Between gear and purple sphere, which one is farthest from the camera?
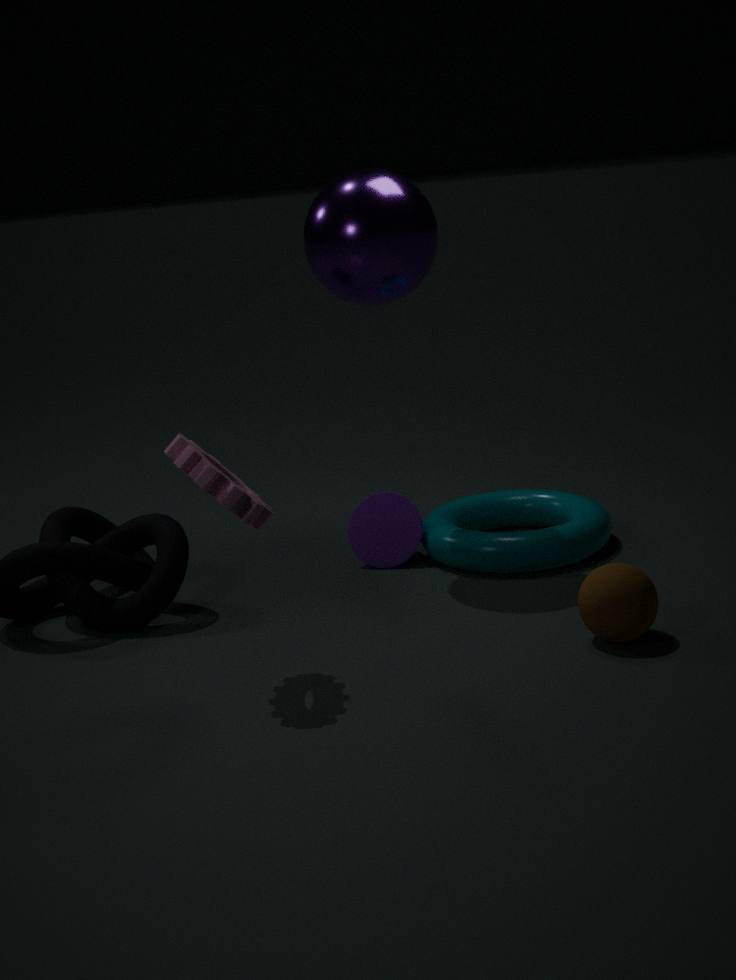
purple sphere
